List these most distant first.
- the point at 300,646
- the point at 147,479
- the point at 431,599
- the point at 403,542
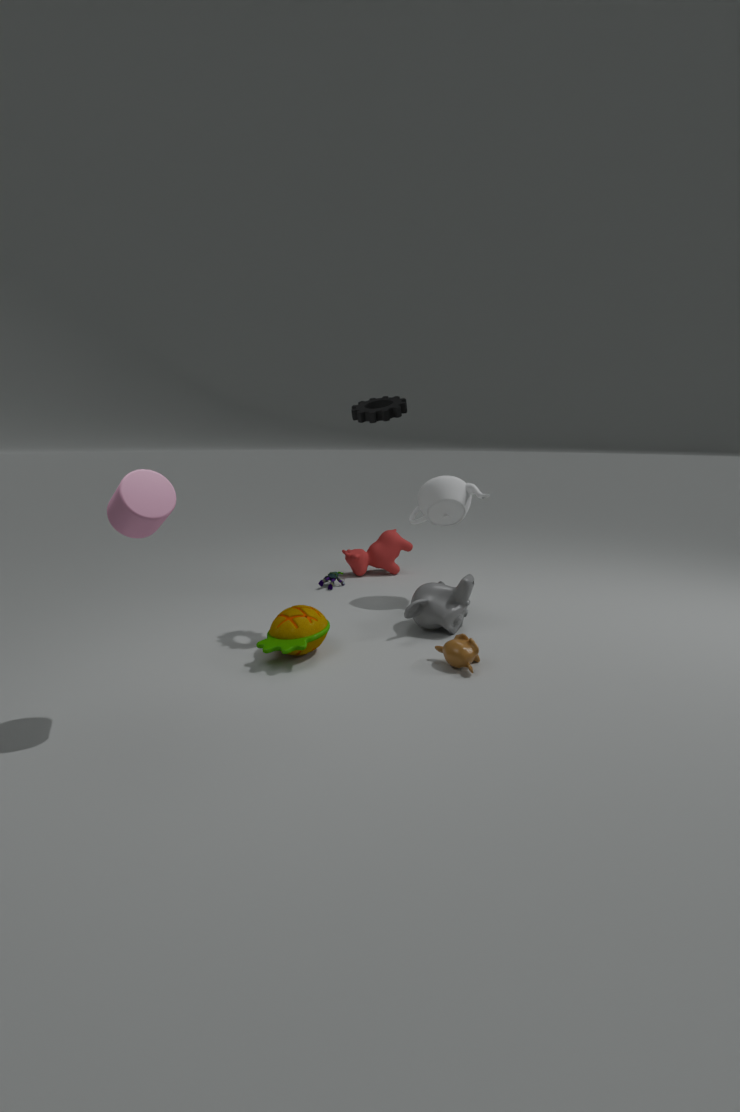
the point at 403,542, the point at 431,599, the point at 300,646, the point at 147,479
